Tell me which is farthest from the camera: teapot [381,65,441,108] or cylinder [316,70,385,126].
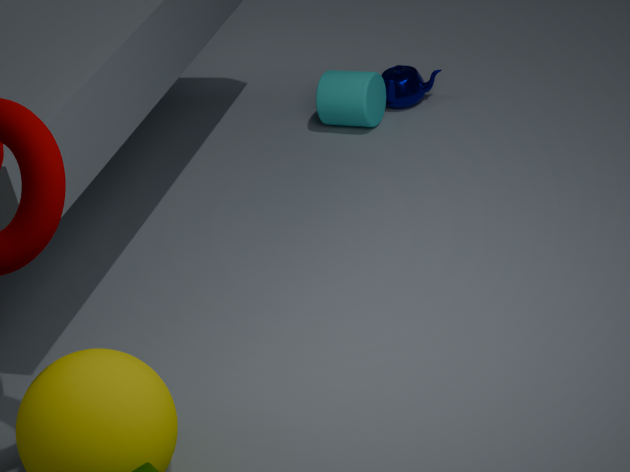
teapot [381,65,441,108]
